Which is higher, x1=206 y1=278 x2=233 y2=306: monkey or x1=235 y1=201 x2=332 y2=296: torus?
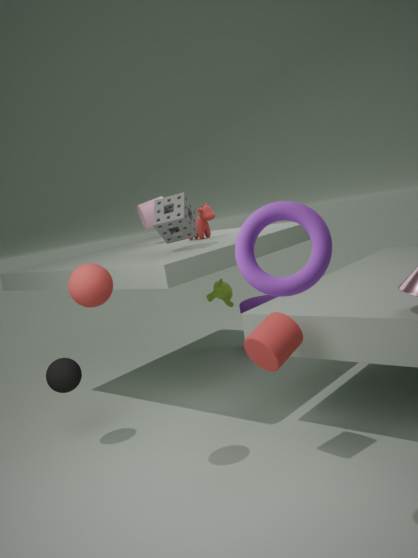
x1=235 y1=201 x2=332 y2=296: torus
